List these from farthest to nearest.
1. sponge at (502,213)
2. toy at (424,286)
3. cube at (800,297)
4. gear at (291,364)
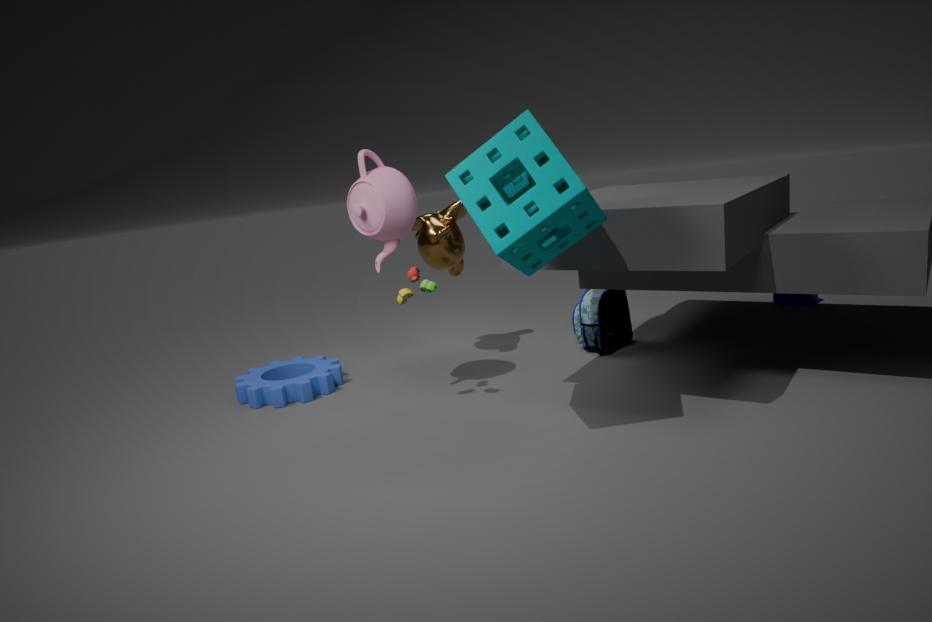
cube at (800,297) < gear at (291,364) < toy at (424,286) < sponge at (502,213)
